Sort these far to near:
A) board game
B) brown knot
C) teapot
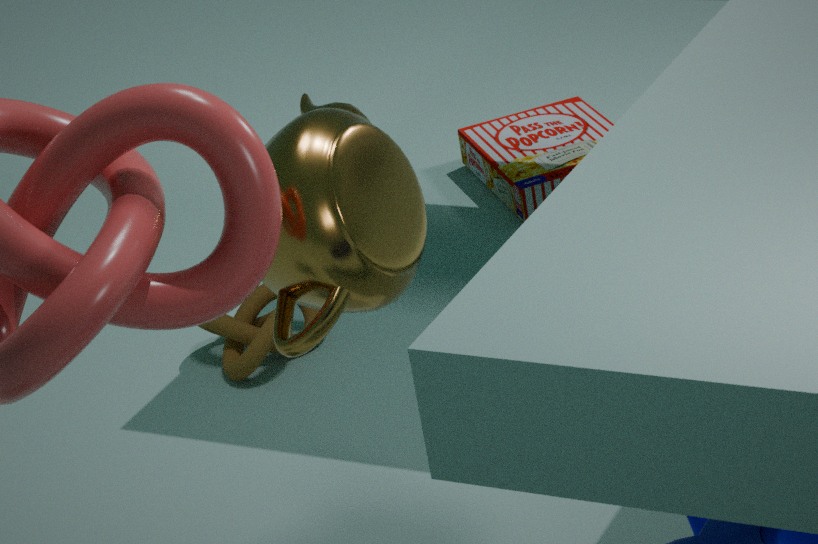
board game → brown knot → teapot
